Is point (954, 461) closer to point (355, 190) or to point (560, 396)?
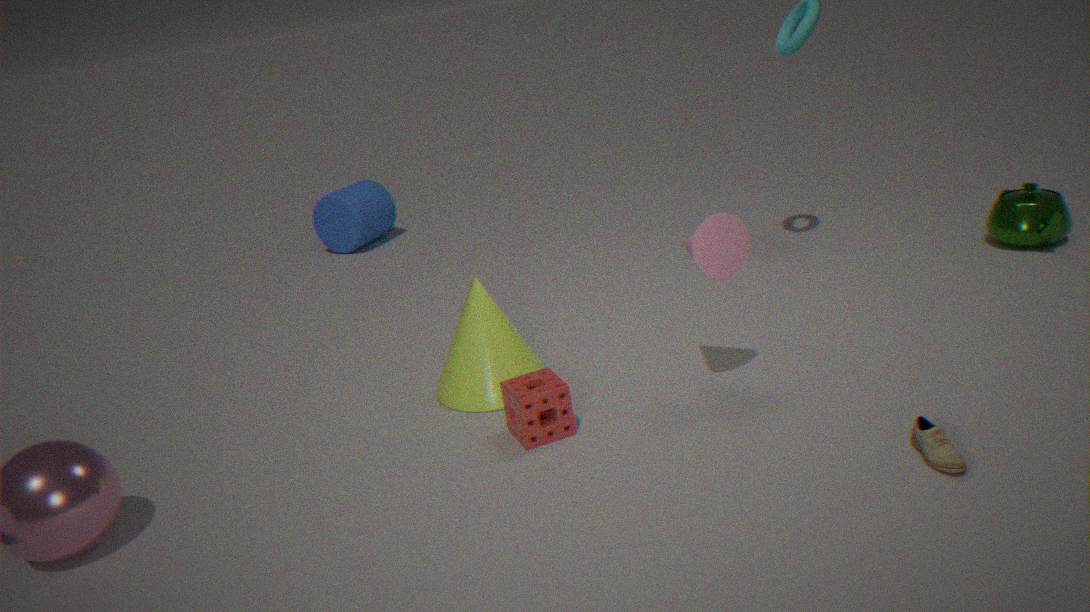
point (560, 396)
